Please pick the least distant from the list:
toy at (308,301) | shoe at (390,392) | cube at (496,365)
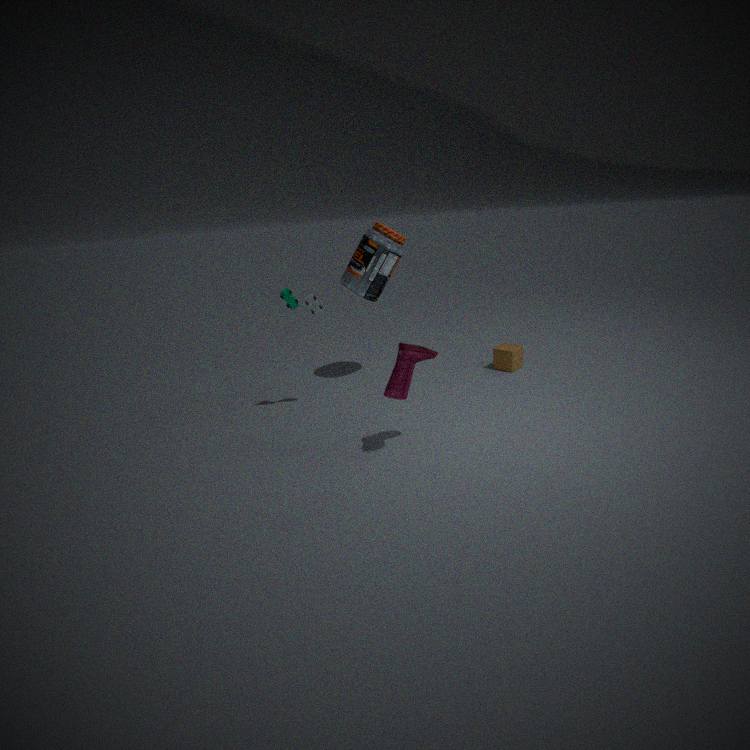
shoe at (390,392)
